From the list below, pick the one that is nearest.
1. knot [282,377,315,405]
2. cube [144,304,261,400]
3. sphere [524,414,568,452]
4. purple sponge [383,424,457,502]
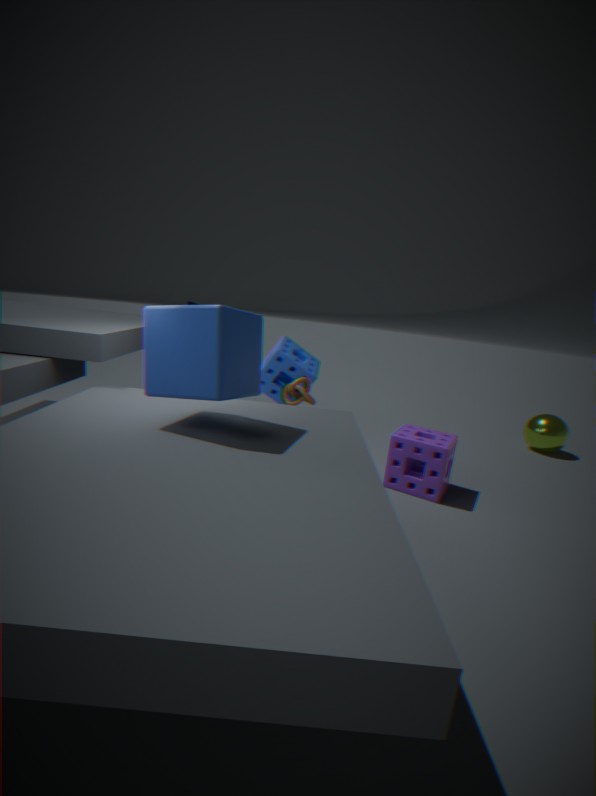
cube [144,304,261,400]
